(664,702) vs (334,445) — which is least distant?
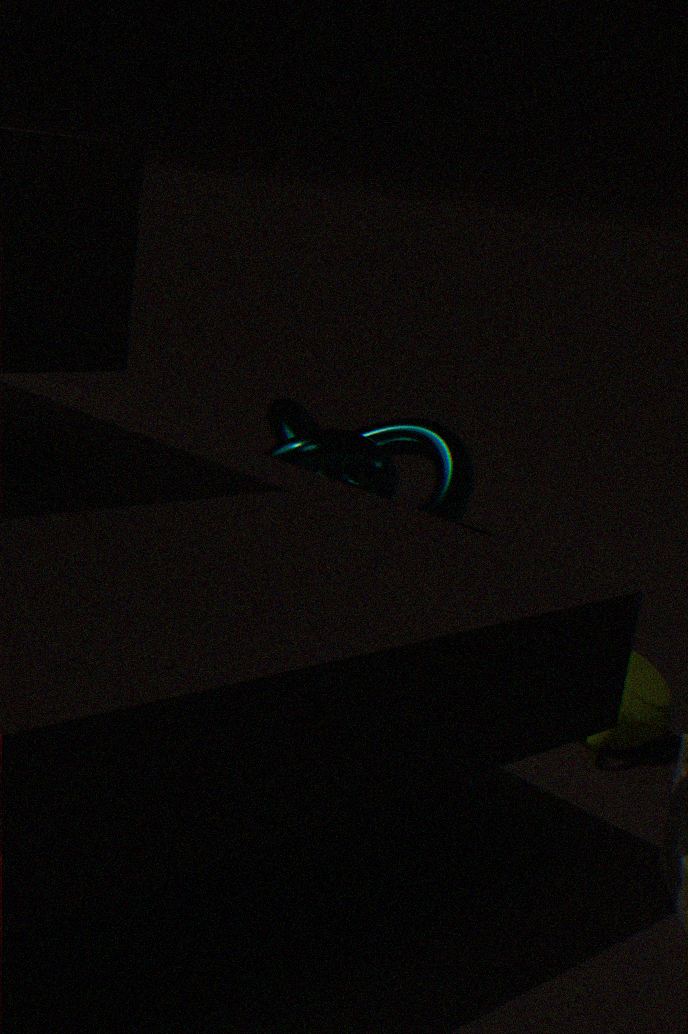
(664,702)
